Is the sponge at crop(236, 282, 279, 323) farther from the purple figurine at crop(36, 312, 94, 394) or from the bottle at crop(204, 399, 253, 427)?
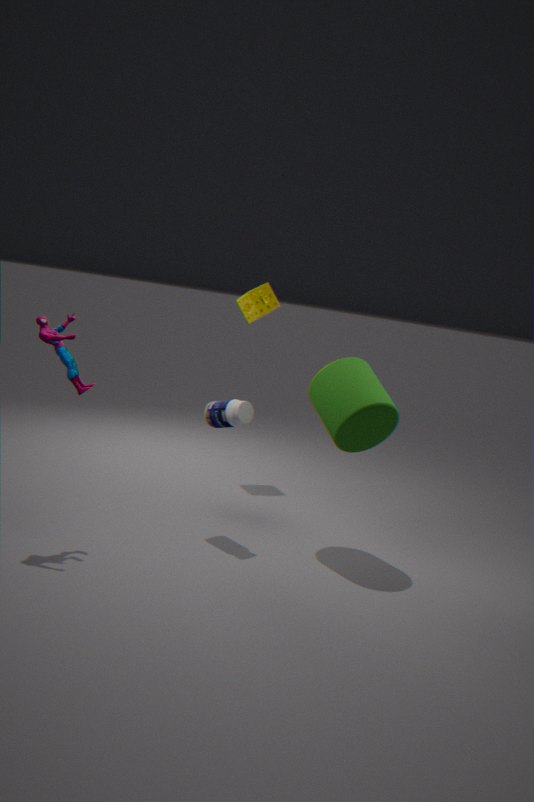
the purple figurine at crop(36, 312, 94, 394)
